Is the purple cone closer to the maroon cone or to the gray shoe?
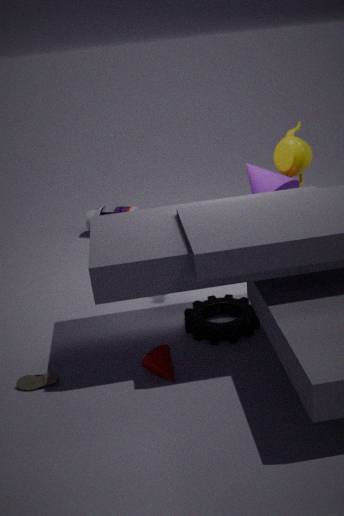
the maroon cone
